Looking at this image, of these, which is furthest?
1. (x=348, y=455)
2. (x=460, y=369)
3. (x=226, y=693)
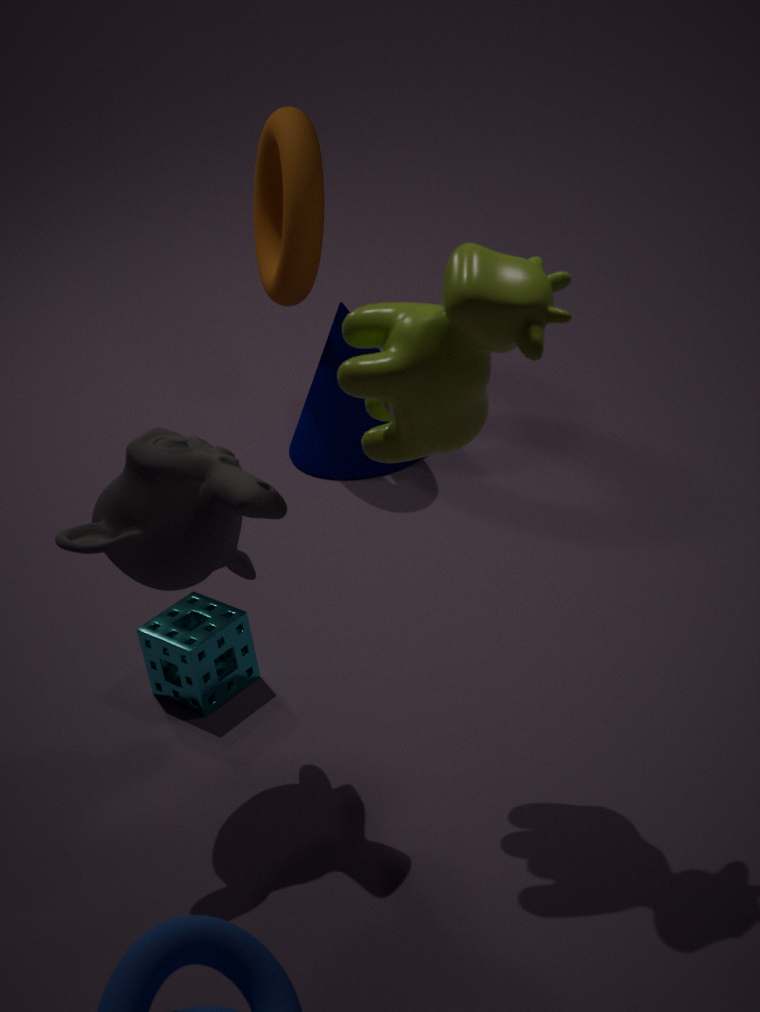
(x=348, y=455)
